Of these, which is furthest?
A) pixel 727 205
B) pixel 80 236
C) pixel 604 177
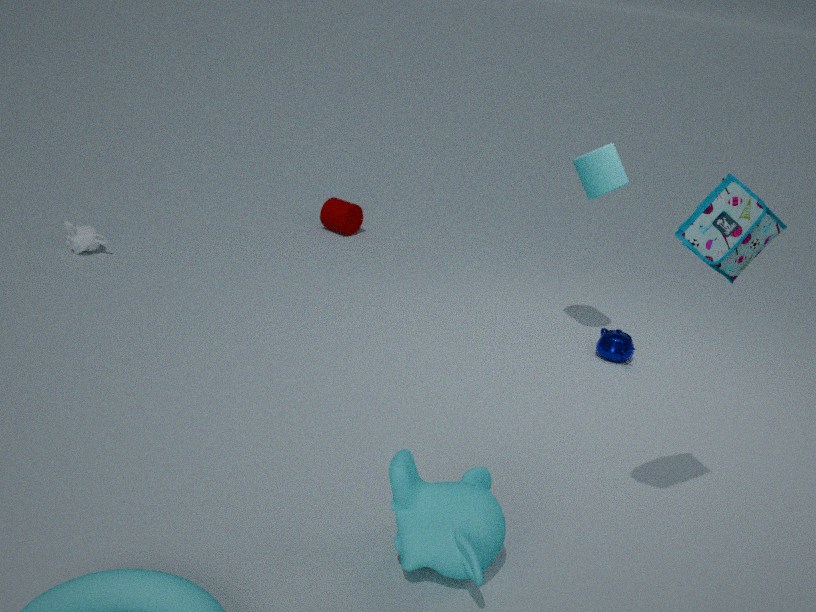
B. pixel 80 236
